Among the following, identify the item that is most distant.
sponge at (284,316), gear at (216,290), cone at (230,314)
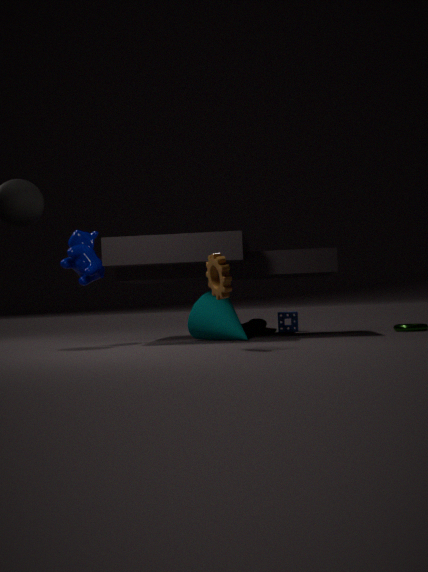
sponge at (284,316)
